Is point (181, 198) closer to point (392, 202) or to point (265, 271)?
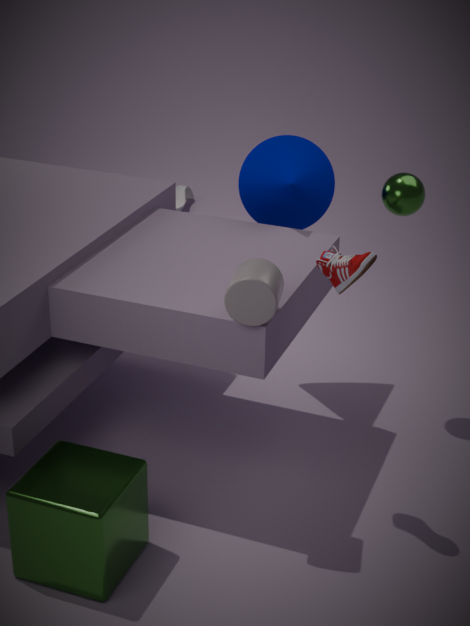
point (392, 202)
